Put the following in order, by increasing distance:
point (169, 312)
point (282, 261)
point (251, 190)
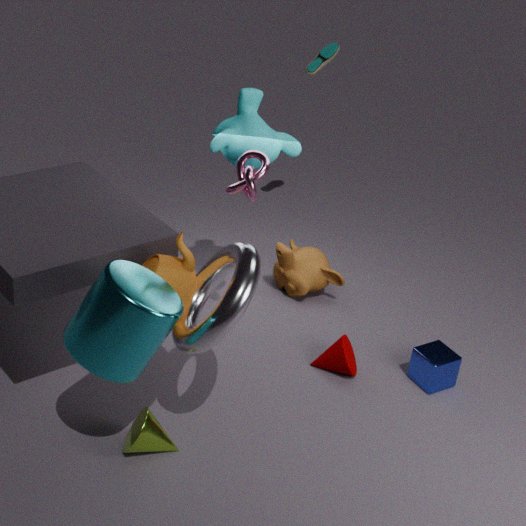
point (169, 312)
point (251, 190)
point (282, 261)
